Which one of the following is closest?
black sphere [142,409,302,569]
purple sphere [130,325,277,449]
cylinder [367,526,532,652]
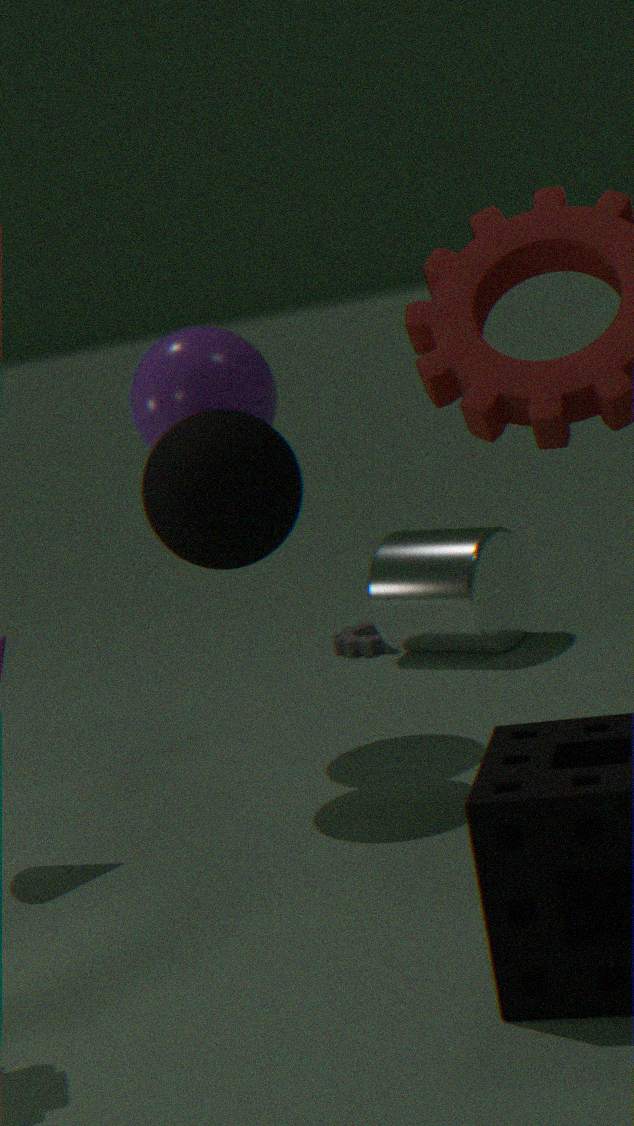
black sphere [142,409,302,569]
